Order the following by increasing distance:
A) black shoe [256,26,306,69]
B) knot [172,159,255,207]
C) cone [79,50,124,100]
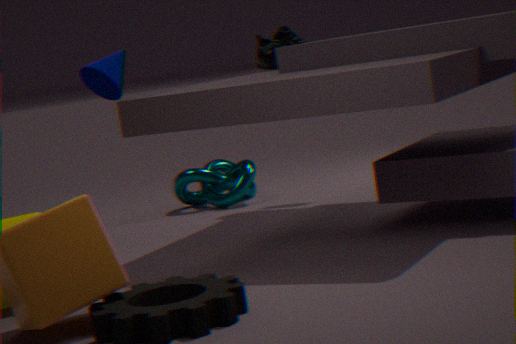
cone [79,50,124,100] → black shoe [256,26,306,69] → knot [172,159,255,207]
